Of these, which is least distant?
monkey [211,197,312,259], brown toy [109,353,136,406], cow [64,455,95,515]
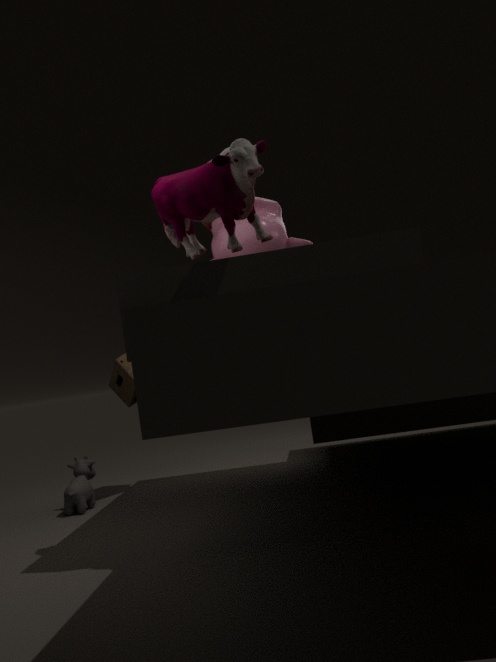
monkey [211,197,312,259]
